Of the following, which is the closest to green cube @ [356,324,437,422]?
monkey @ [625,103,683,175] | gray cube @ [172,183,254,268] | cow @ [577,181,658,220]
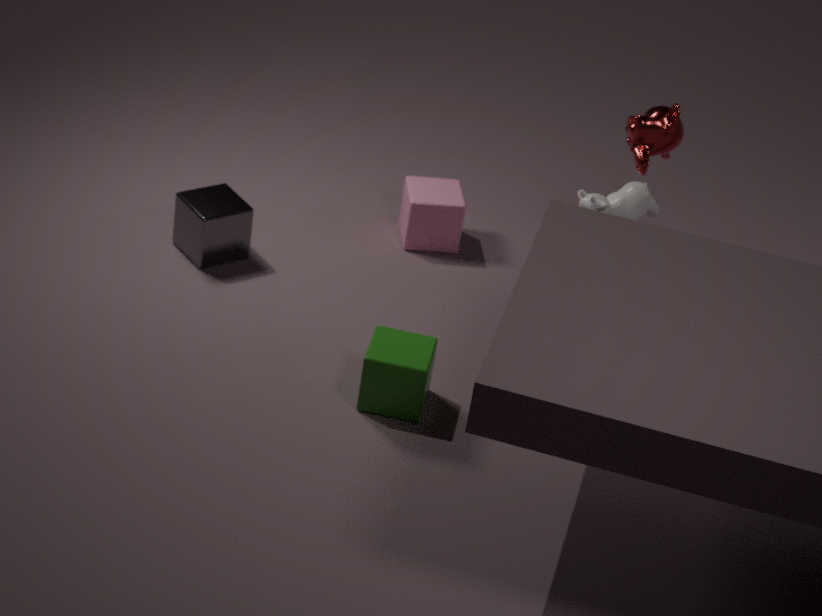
cow @ [577,181,658,220]
